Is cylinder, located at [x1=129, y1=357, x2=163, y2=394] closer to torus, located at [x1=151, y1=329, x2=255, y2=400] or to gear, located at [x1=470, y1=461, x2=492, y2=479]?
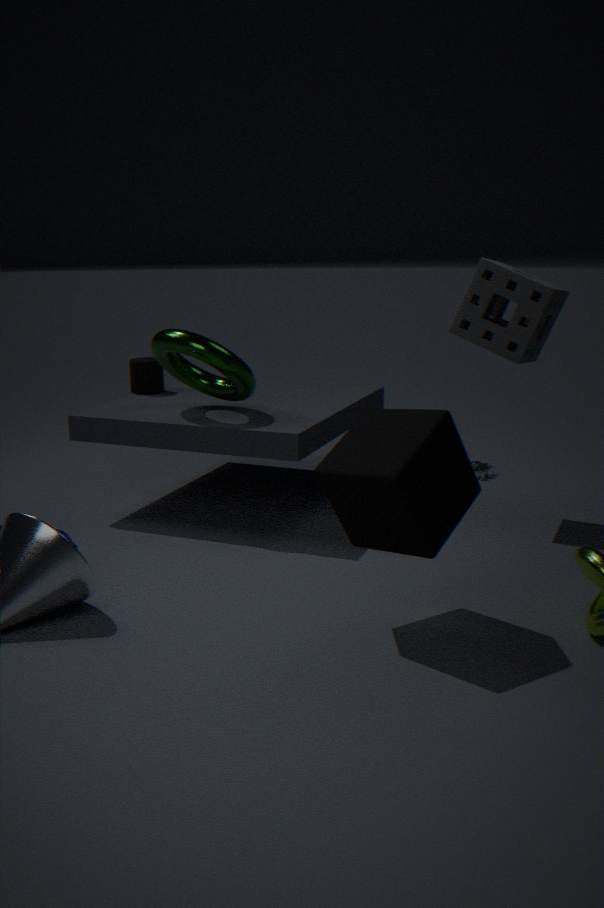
torus, located at [x1=151, y1=329, x2=255, y2=400]
